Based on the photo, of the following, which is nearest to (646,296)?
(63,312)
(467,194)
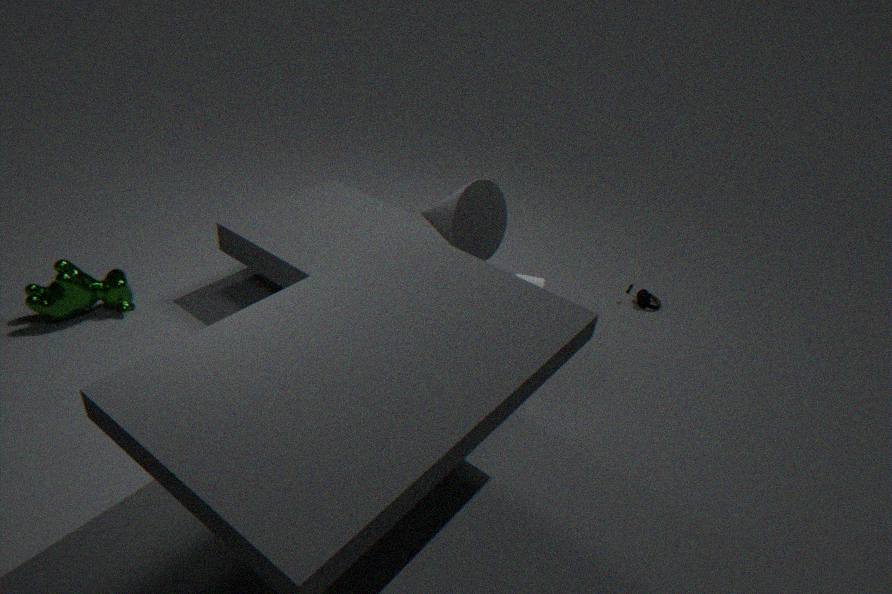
(467,194)
